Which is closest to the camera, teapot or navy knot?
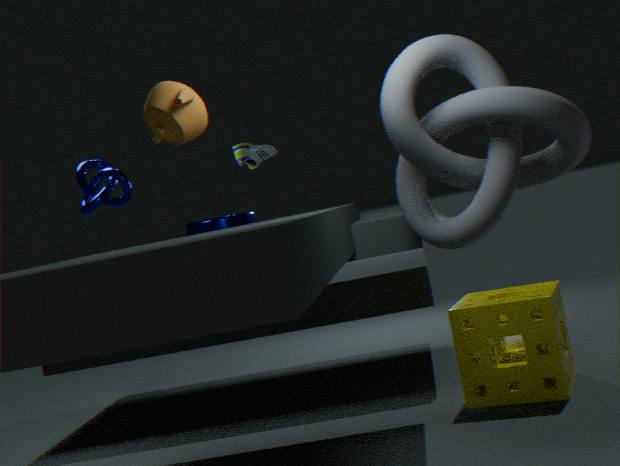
teapot
